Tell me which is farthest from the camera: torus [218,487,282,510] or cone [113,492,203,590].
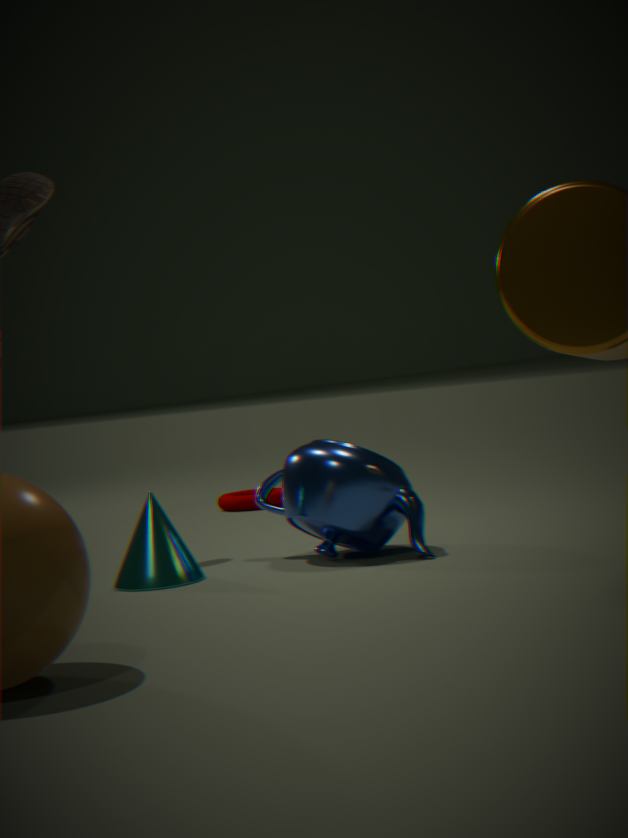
torus [218,487,282,510]
